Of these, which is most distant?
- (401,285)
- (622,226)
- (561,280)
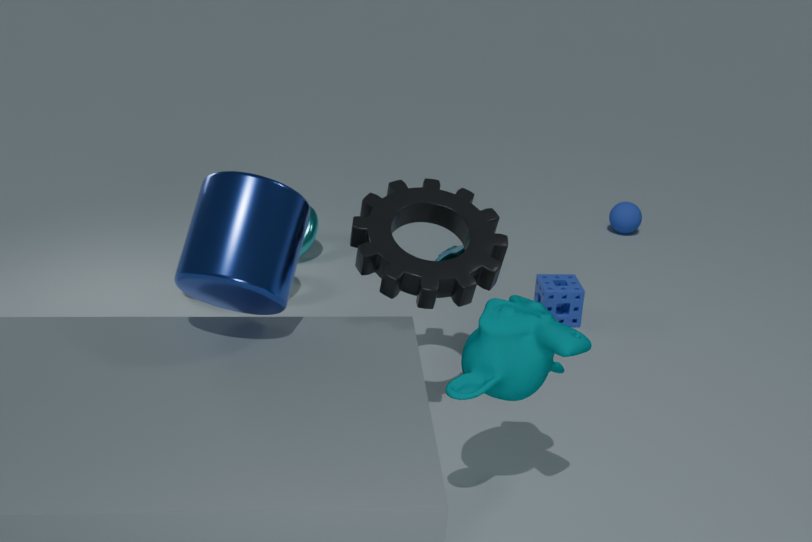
(622,226)
